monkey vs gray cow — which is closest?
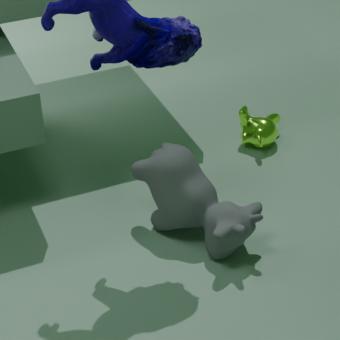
gray cow
